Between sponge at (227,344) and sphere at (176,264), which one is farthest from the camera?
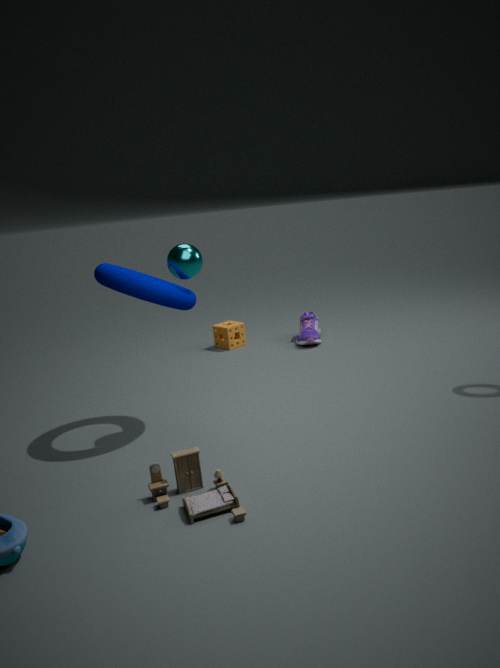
sponge at (227,344)
